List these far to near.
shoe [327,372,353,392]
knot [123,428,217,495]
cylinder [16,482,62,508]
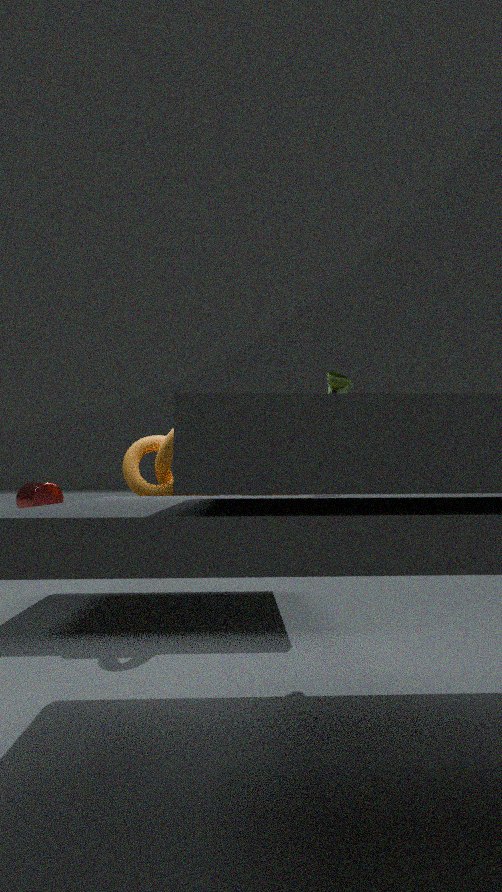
1. cylinder [16,482,62,508]
2. knot [123,428,217,495]
3. shoe [327,372,353,392]
